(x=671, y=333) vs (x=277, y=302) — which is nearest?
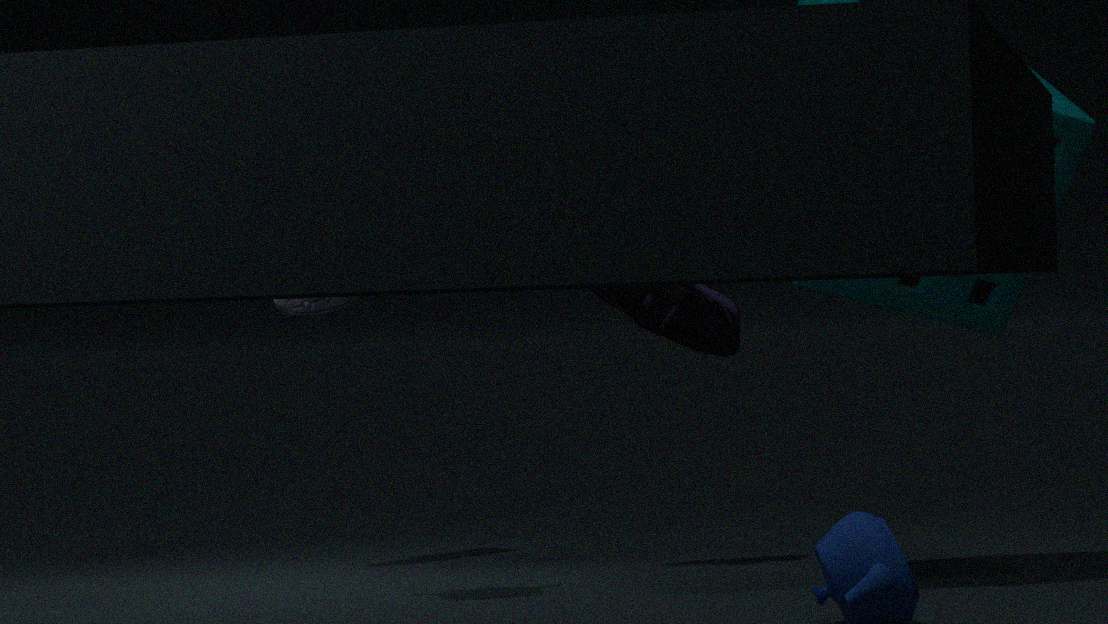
(x=671, y=333)
